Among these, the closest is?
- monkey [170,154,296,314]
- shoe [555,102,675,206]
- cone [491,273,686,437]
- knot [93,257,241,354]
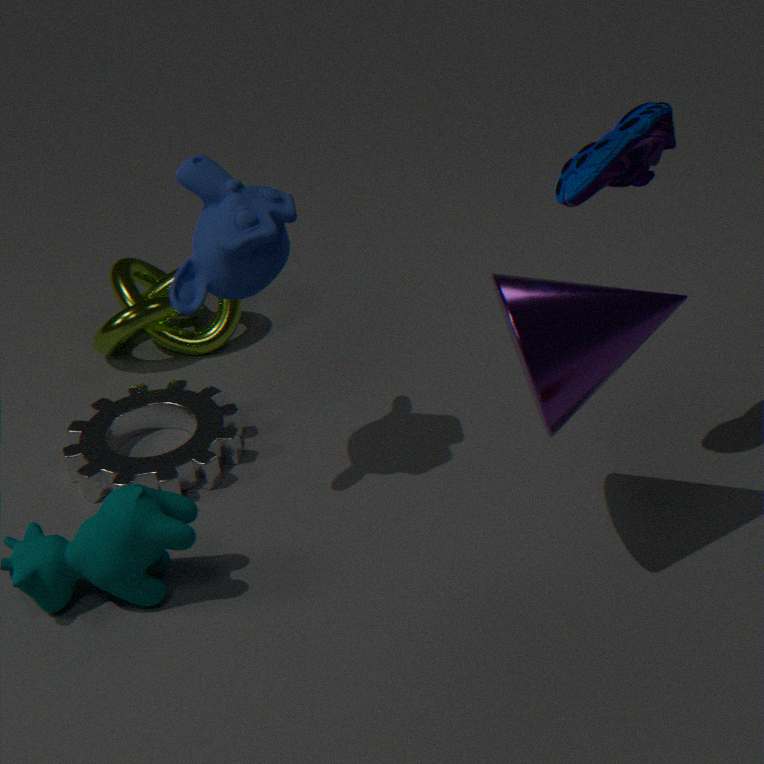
cone [491,273,686,437]
